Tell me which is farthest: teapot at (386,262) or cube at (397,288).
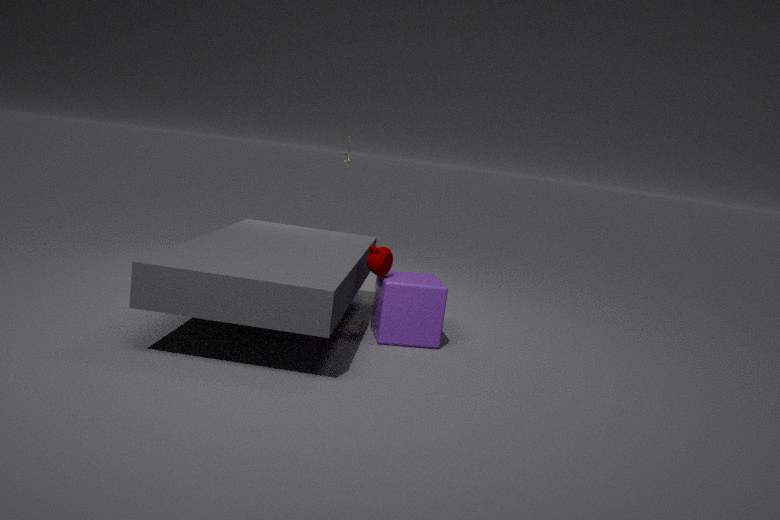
cube at (397,288)
